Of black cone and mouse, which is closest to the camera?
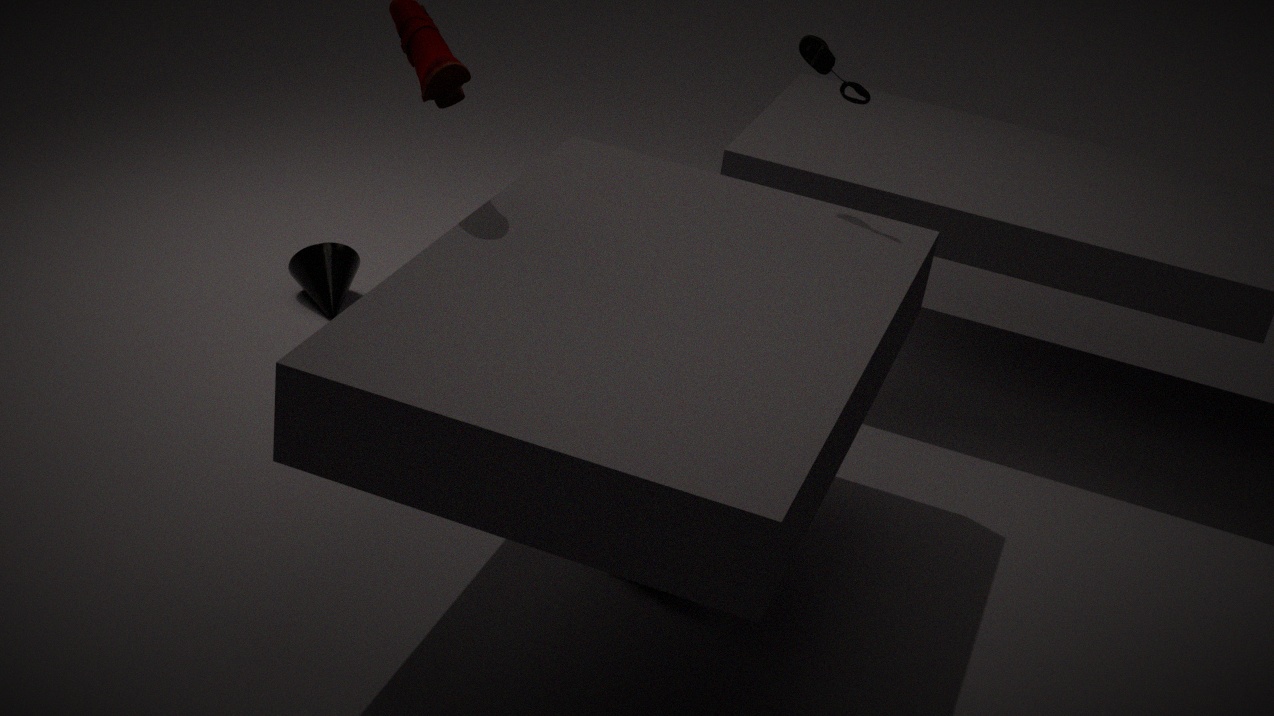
mouse
